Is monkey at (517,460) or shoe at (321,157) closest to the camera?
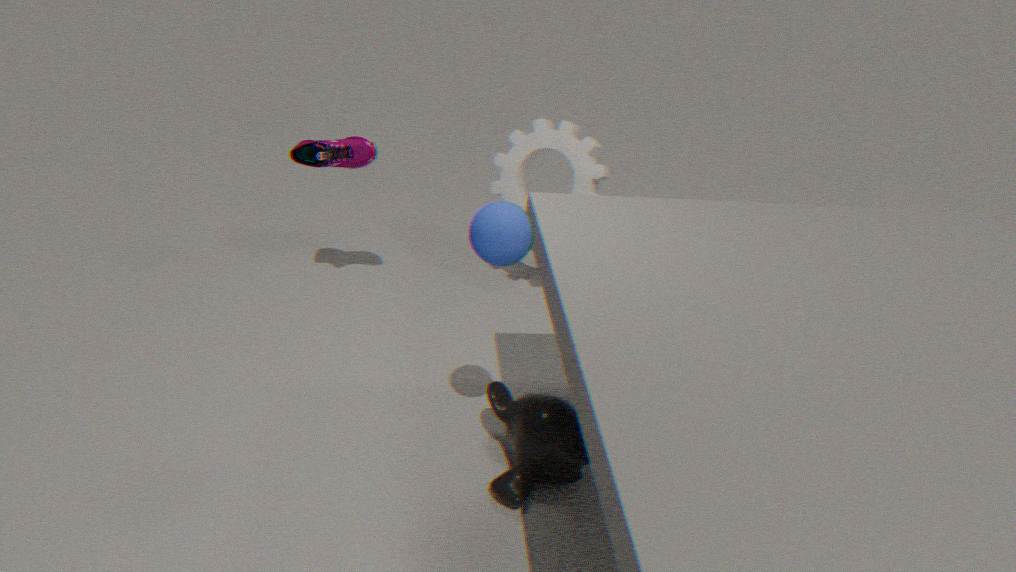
monkey at (517,460)
